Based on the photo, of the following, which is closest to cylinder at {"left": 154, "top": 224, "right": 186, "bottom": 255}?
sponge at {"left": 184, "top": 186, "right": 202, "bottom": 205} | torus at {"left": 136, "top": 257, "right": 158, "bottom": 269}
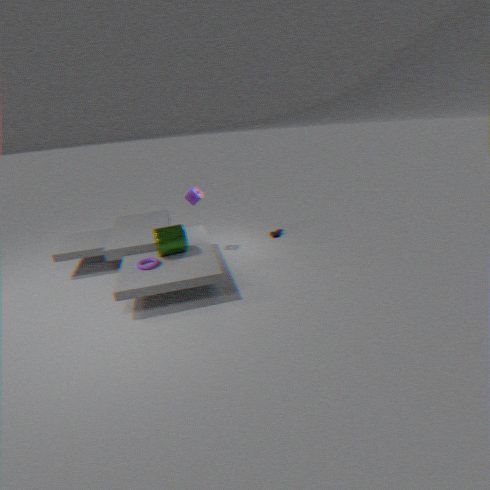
torus at {"left": 136, "top": 257, "right": 158, "bottom": 269}
